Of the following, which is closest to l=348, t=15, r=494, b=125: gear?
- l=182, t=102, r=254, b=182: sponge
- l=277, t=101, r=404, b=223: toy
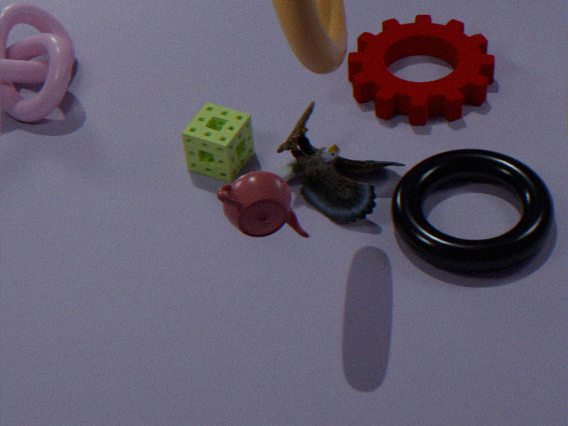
l=277, t=101, r=404, b=223: toy
